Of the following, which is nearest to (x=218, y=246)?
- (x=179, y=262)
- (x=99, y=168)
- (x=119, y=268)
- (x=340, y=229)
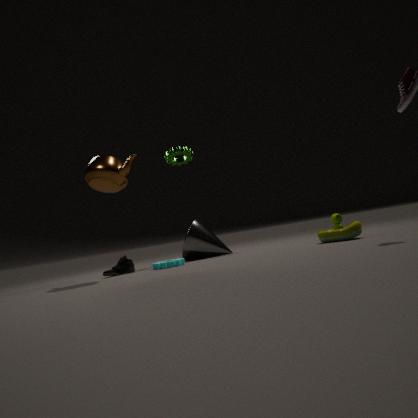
(x=179, y=262)
